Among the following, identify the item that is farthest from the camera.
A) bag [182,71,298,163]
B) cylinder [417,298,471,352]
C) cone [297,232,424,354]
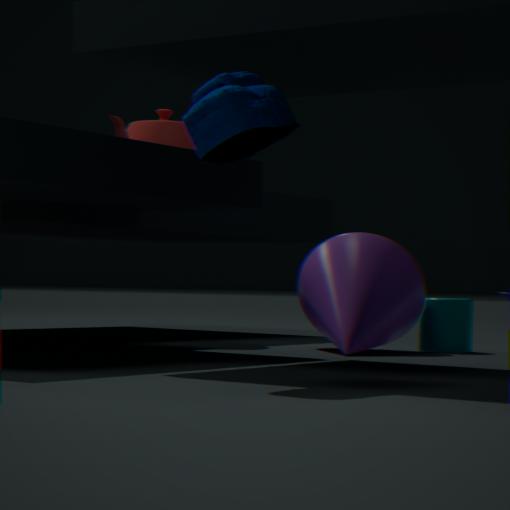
cylinder [417,298,471,352]
